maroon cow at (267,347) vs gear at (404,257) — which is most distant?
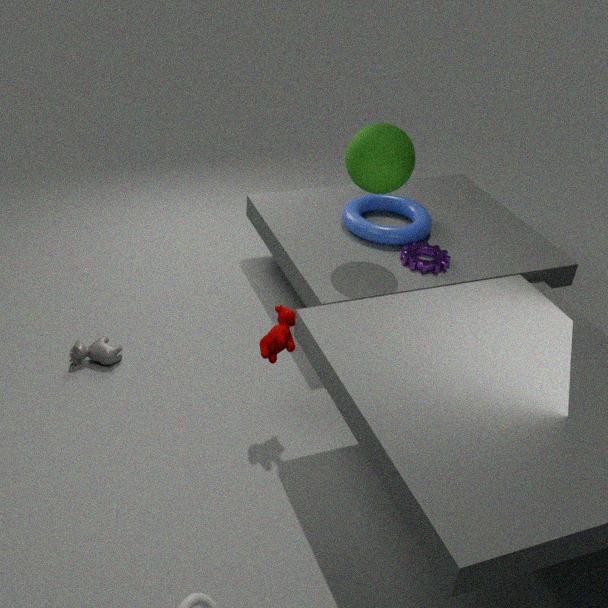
gear at (404,257)
